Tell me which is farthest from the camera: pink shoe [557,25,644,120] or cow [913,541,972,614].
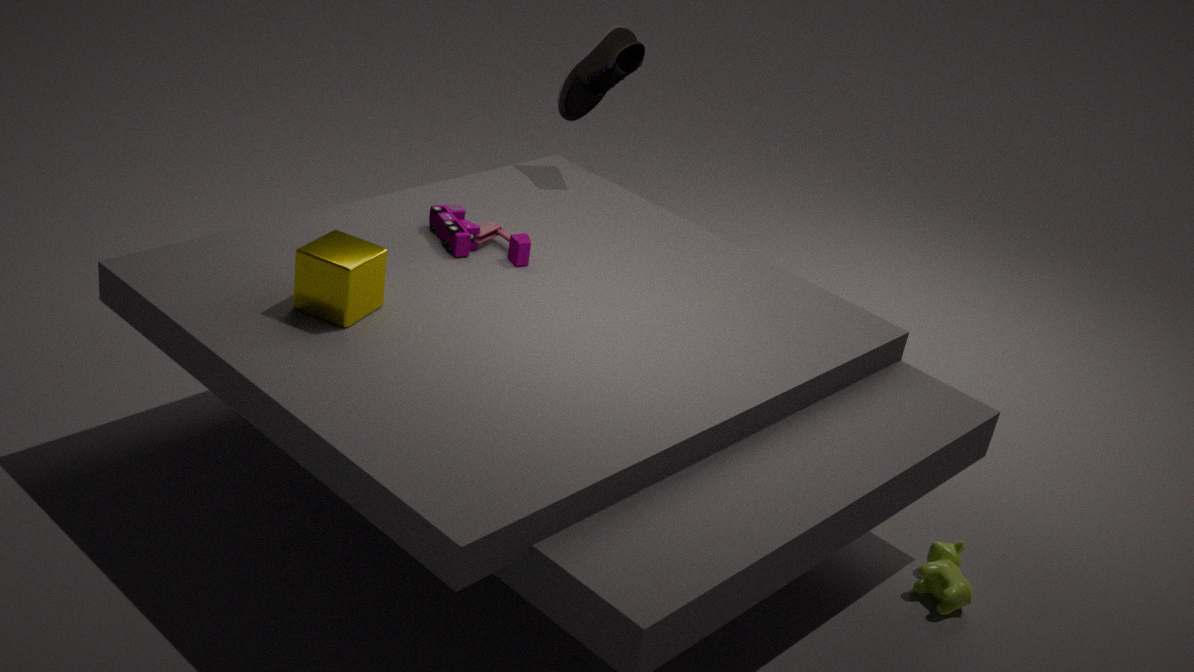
pink shoe [557,25,644,120]
